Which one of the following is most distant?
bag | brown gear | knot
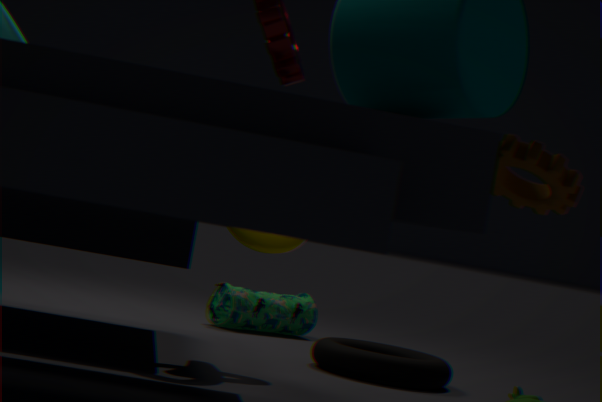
bag
